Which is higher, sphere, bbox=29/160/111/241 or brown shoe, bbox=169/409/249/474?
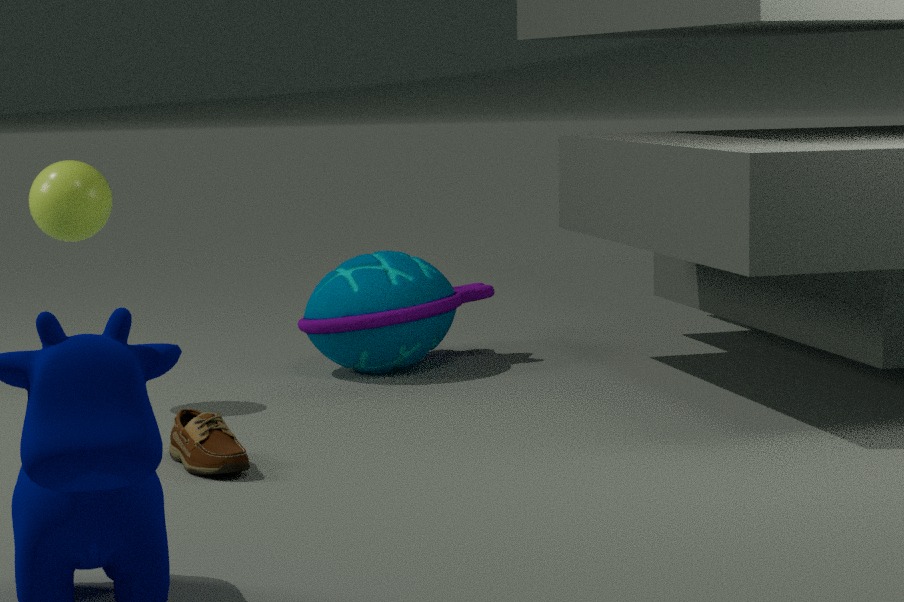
sphere, bbox=29/160/111/241
